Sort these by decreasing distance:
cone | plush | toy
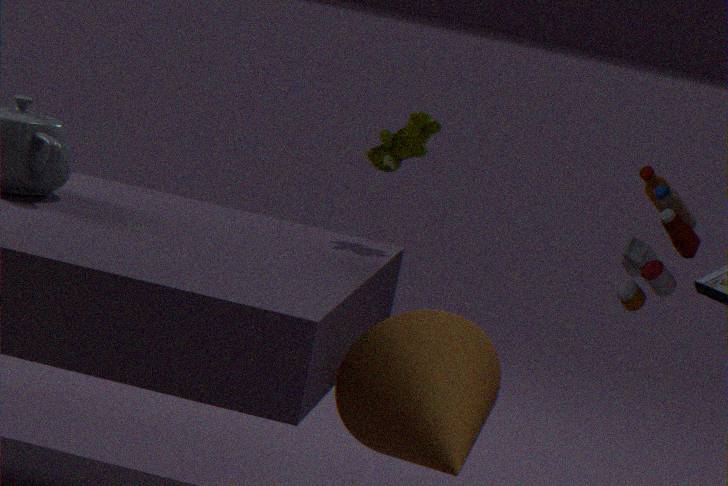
plush < toy < cone
